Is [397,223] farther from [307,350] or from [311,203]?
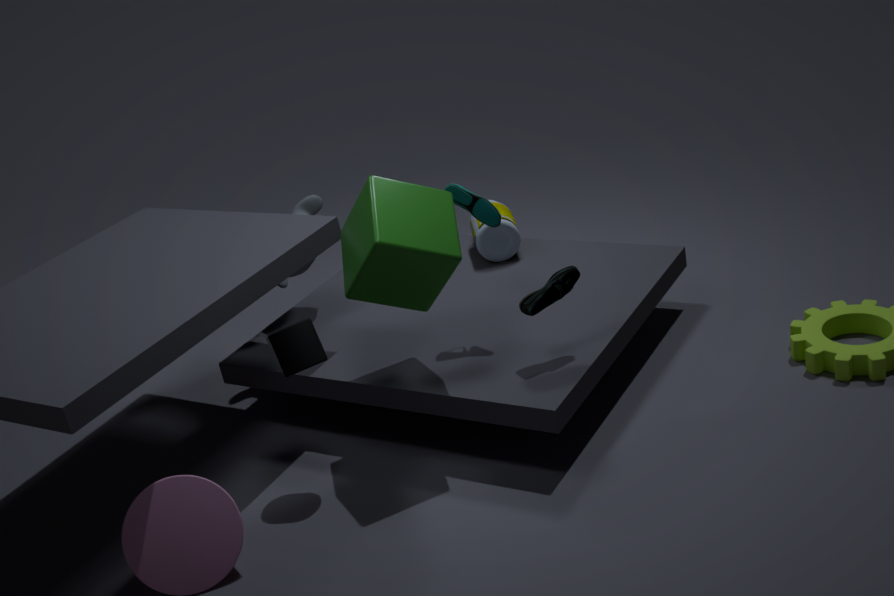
[311,203]
